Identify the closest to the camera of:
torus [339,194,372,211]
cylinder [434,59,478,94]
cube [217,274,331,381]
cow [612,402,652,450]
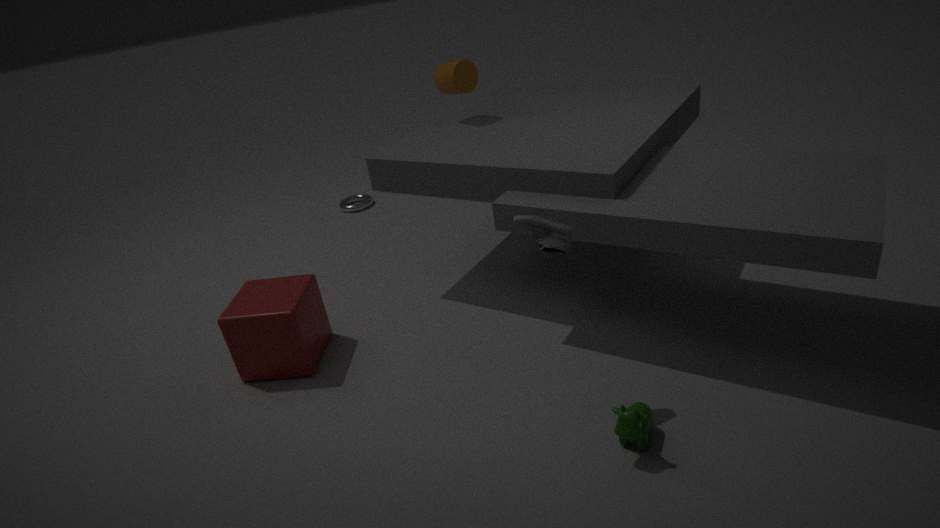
cow [612,402,652,450]
